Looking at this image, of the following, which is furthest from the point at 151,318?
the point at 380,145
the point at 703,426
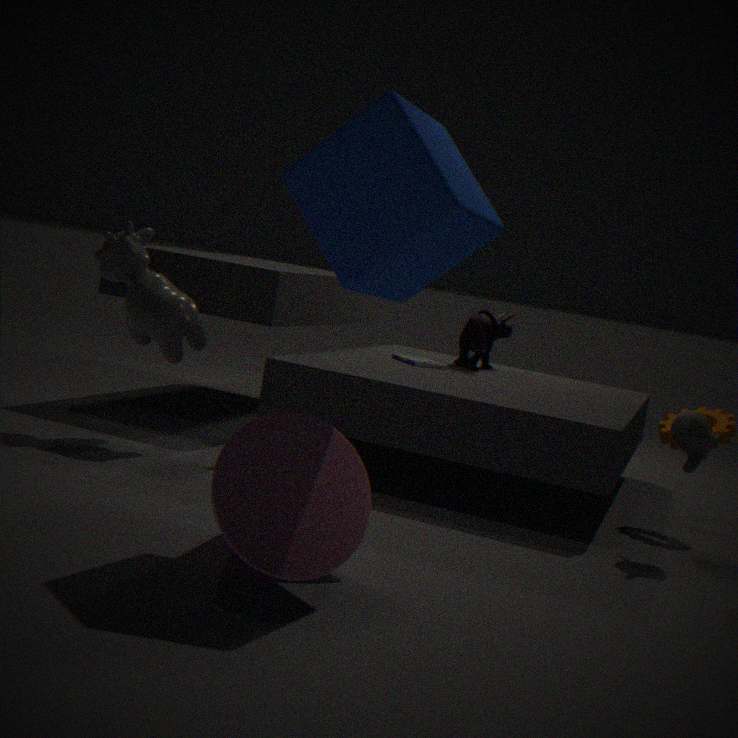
the point at 703,426
